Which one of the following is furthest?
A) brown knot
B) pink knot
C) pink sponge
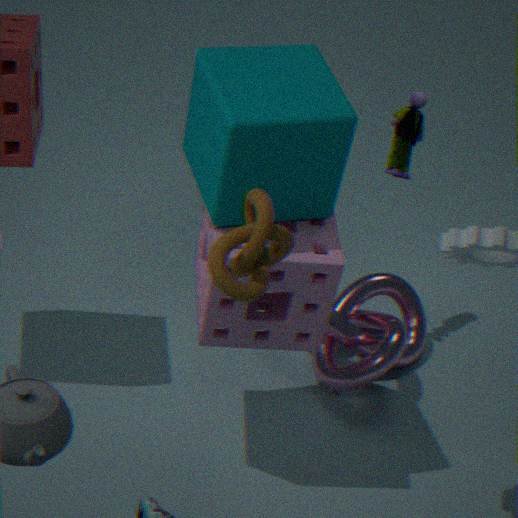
pink knot
